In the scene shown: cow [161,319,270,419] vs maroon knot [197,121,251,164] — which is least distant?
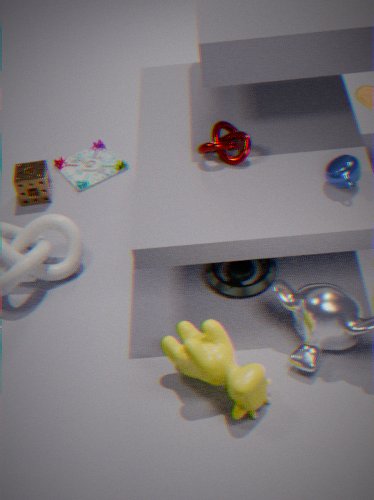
cow [161,319,270,419]
